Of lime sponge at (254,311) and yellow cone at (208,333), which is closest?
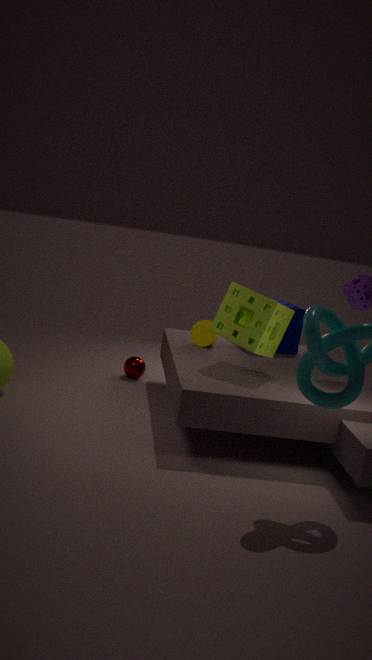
lime sponge at (254,311)
